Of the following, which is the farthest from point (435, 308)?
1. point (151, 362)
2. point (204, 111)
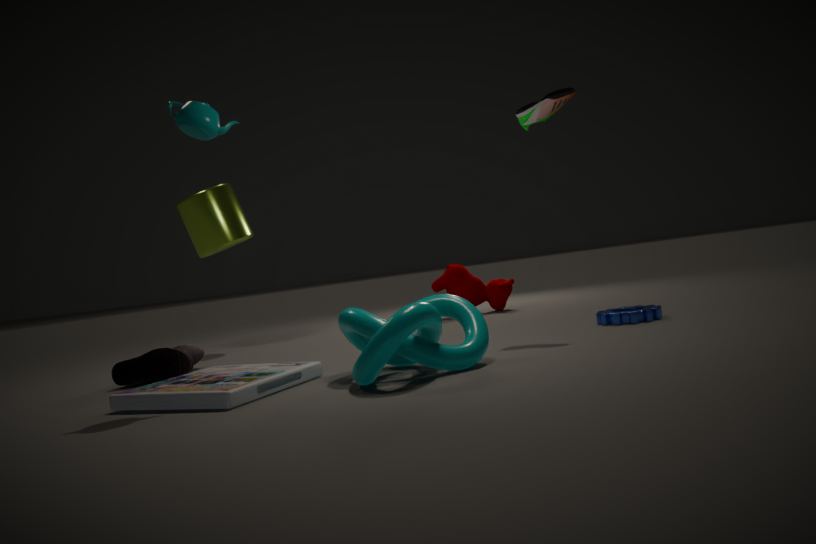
point (151, 362)
